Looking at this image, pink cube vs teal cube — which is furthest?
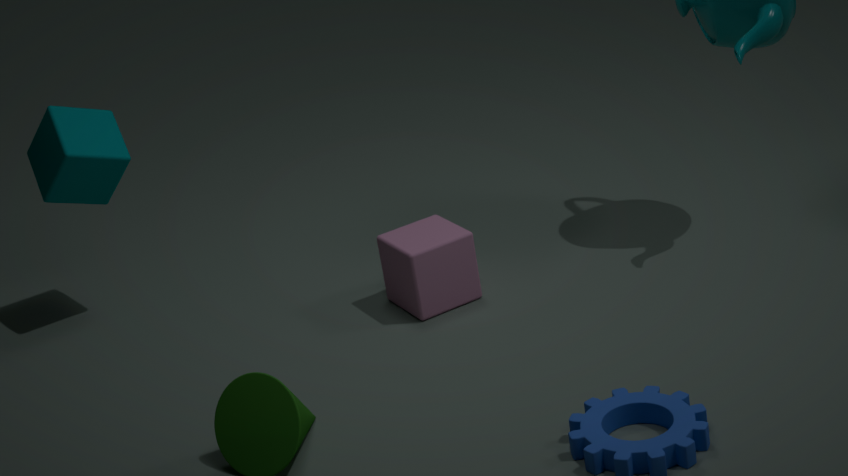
teal cube
